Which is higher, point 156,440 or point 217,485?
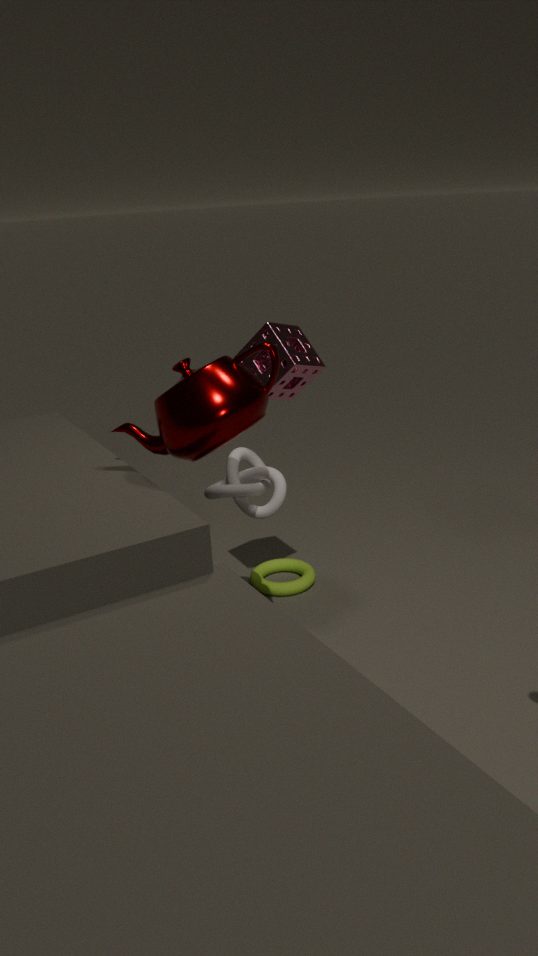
point 156,440
